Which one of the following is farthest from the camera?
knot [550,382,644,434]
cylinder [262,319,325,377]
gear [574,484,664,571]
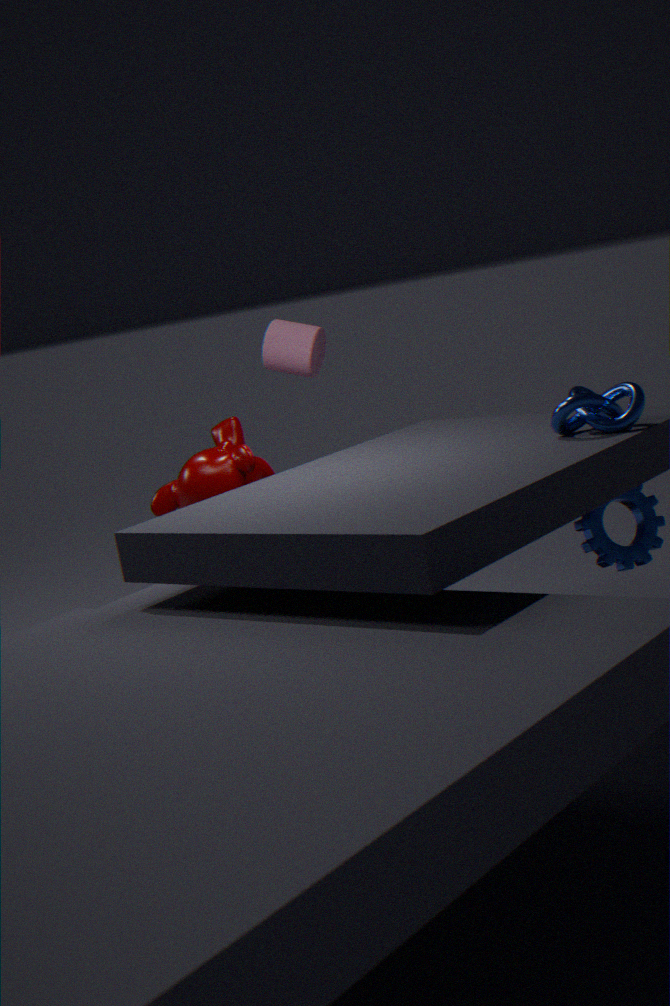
cylinder [262,319,325,377]
